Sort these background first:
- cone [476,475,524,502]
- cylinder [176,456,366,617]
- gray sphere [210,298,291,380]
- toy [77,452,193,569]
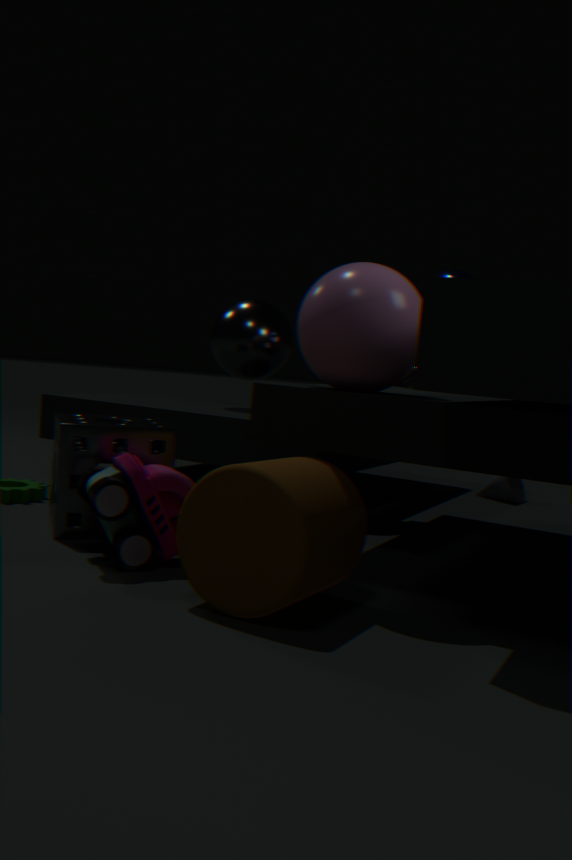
cone [476,475,524,502], gray sphere [210,298,291,380], toy [77,452,193,569], cylinder [176,456,366,617]
